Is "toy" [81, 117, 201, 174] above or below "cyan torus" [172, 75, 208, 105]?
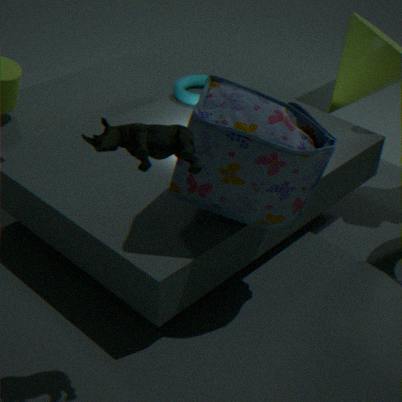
above
